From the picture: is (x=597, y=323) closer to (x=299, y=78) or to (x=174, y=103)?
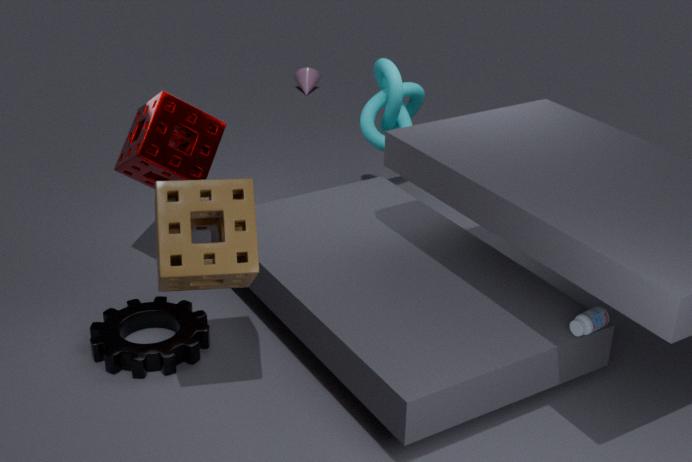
(x=174, y=103)
